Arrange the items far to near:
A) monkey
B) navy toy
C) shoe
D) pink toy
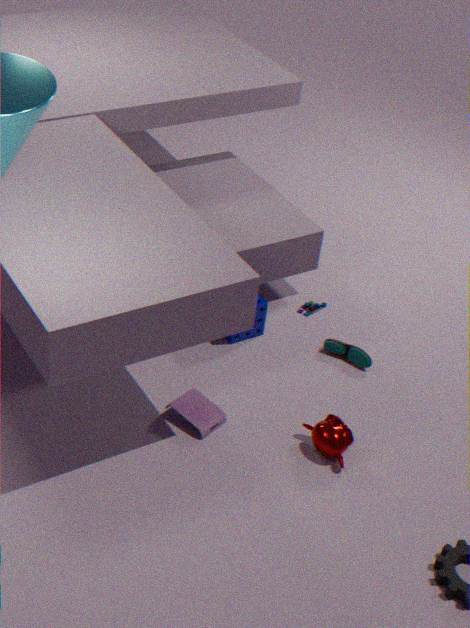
navy toy → shoe → pink toy → monkey
